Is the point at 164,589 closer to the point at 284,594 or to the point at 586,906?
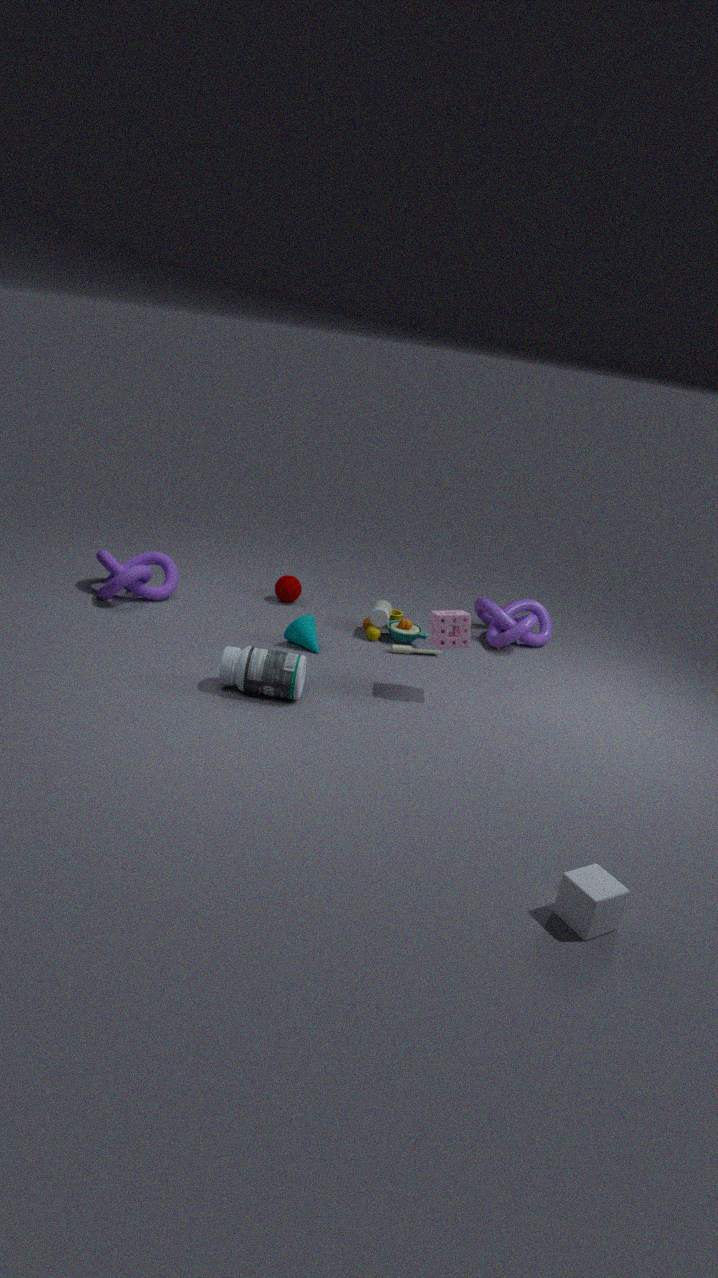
the point at 284,594
